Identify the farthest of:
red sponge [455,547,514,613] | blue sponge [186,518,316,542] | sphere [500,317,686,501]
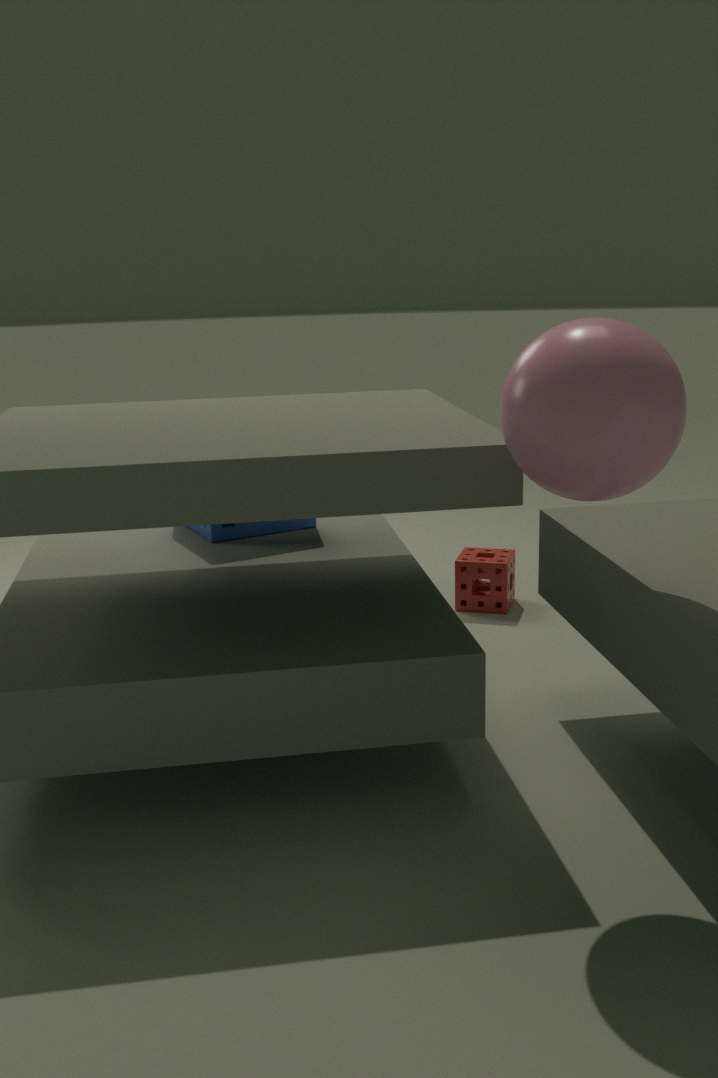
red sponge [455,547,514,613]
